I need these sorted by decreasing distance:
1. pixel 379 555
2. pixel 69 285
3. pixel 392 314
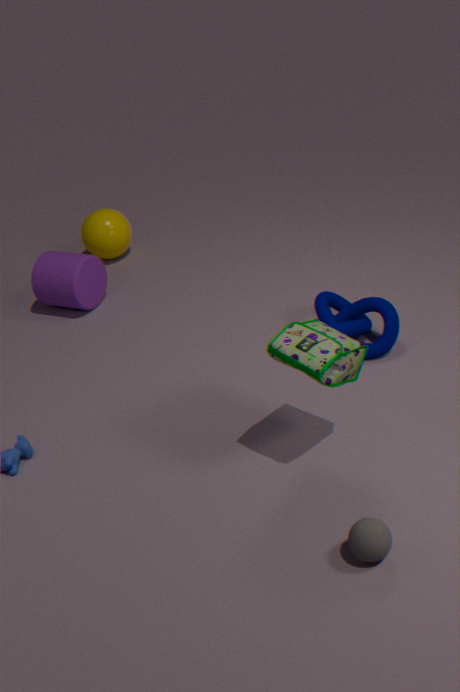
1. pixel 69 285
2. pixel 392 314
3. pixel 379 555
